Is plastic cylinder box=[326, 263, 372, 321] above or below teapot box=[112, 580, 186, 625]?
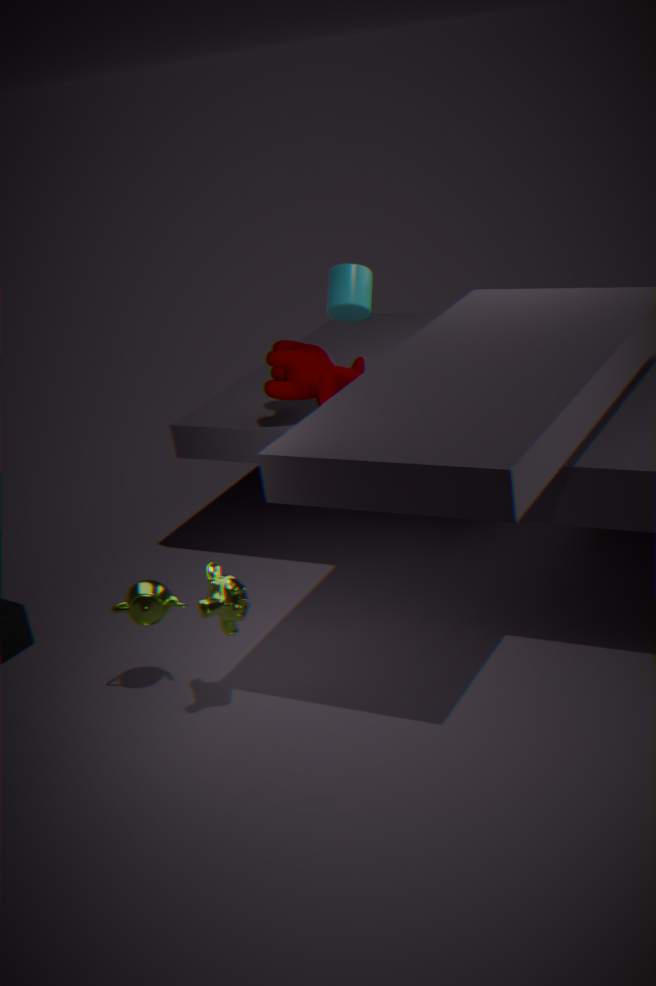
above
